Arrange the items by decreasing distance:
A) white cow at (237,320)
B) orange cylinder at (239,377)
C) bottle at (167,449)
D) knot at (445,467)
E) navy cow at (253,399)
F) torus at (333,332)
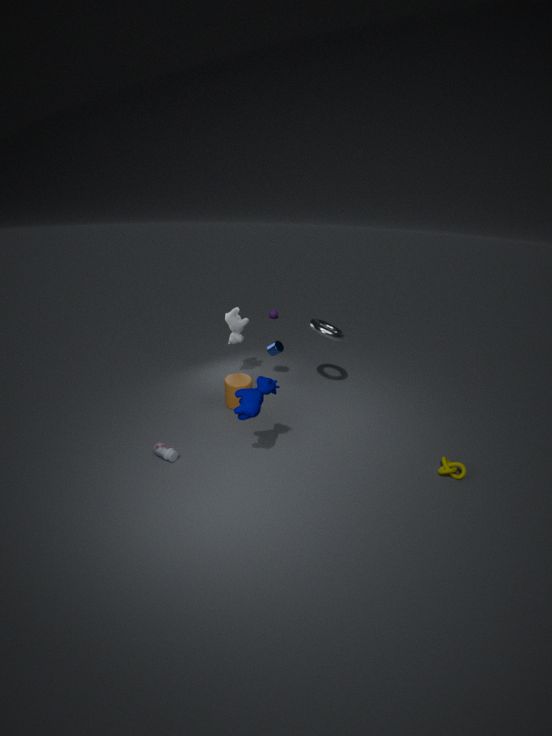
white cow at (237,320)
torus at (333,332)
orange cylinder at (239,377)
bottle at (167,449)
knot at (445,467)
navy cow at (253,399)
